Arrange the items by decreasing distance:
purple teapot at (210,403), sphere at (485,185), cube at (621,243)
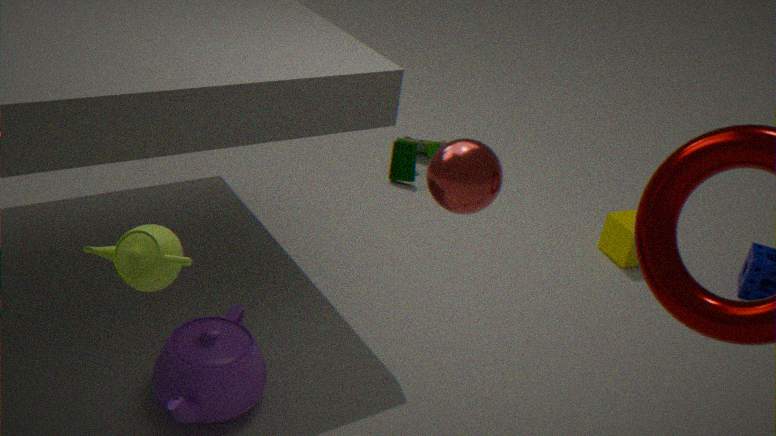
1. cube at (621,243)
2. purple teapot at (210,403)
3. sphere at (485,185)
